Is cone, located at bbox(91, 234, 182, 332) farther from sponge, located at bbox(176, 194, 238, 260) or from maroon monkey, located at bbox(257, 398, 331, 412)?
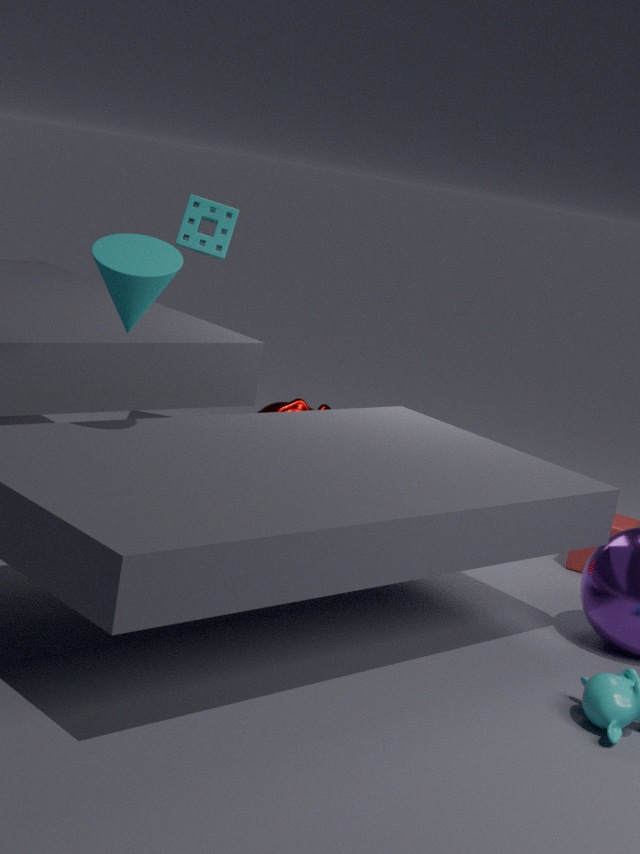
maroon monkey, located at bbox(257, 398, 331, 412)
